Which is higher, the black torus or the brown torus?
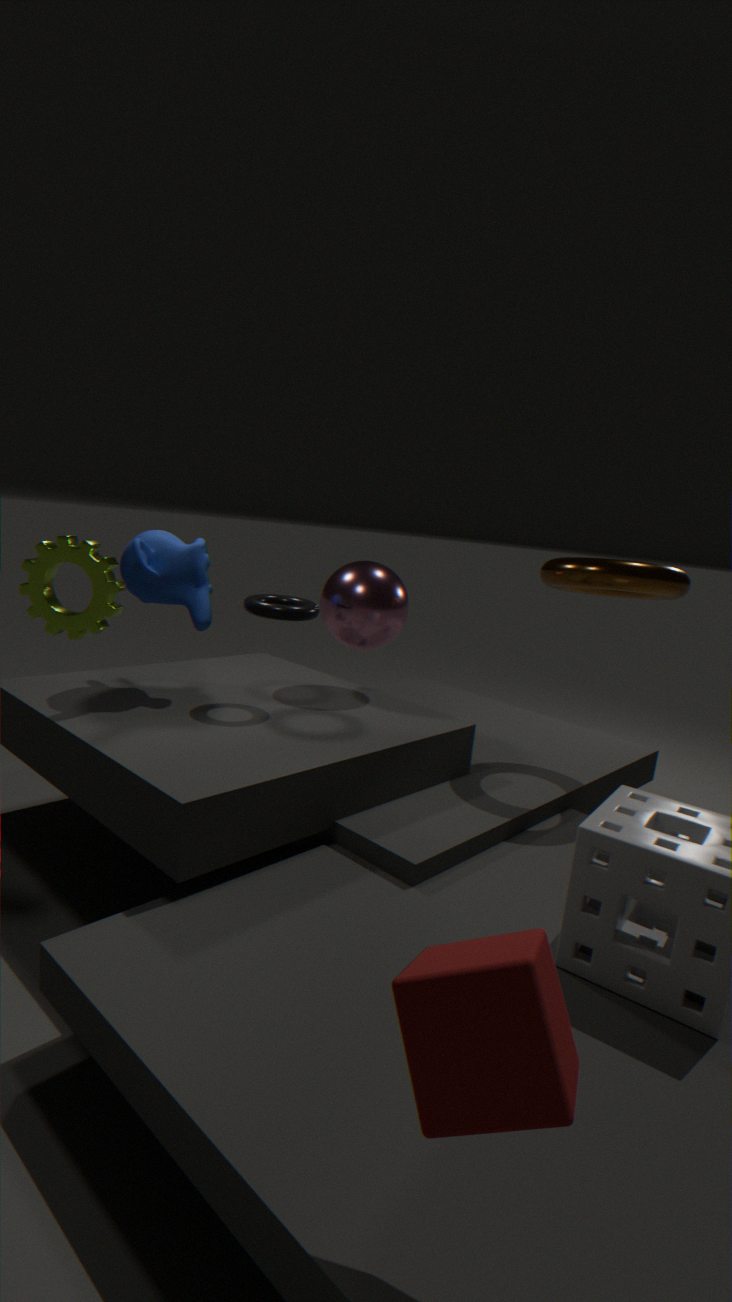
the brown torus
